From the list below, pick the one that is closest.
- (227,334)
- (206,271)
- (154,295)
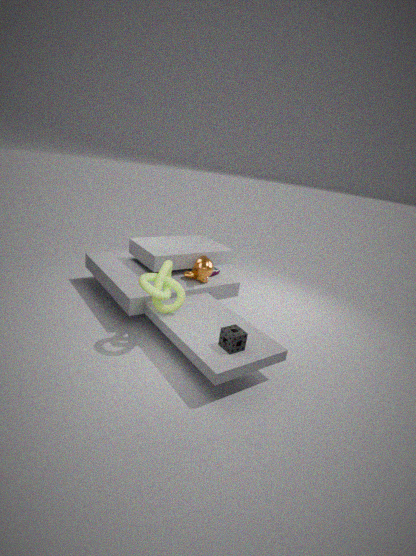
(227,334)
